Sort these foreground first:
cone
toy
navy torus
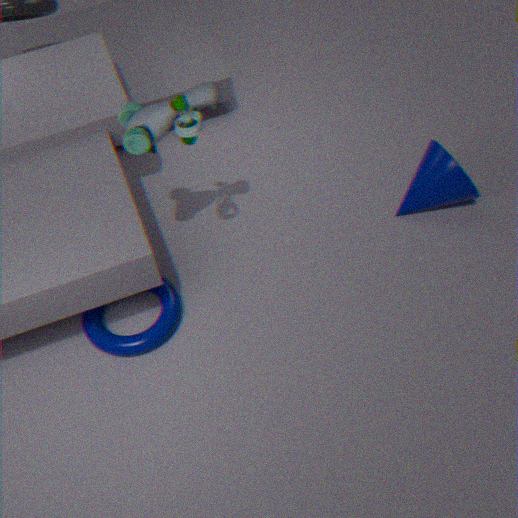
toy → navy torus → cone
